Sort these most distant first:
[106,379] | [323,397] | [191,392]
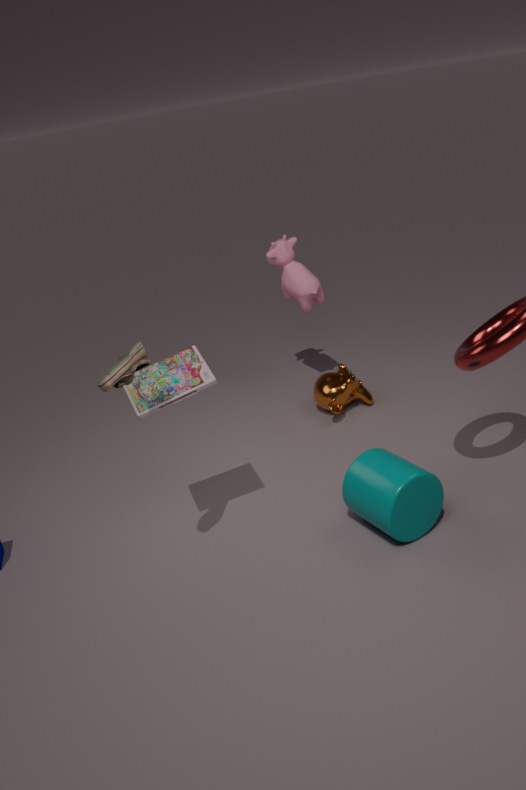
[323,397] → [191,392] → [106,379]
